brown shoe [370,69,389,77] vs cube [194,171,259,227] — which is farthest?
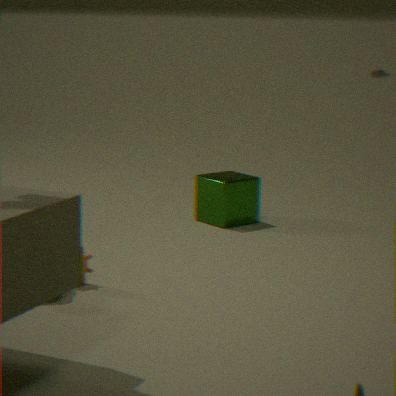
brown shoe [370,69,389,77]
